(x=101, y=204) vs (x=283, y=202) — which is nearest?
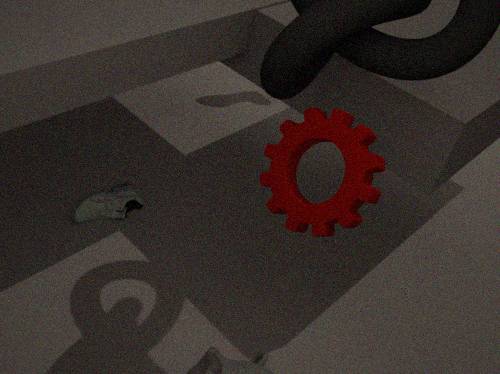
(x=283, y=202)
